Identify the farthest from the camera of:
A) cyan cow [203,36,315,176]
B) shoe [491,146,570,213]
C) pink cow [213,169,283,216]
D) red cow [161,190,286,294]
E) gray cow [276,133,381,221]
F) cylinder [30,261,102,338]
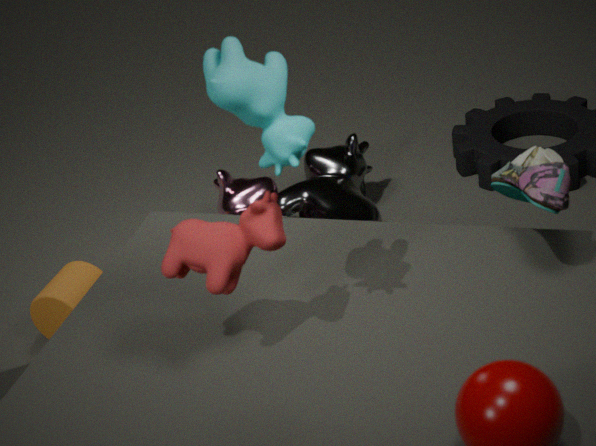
pink cow [213,169,283,216]
